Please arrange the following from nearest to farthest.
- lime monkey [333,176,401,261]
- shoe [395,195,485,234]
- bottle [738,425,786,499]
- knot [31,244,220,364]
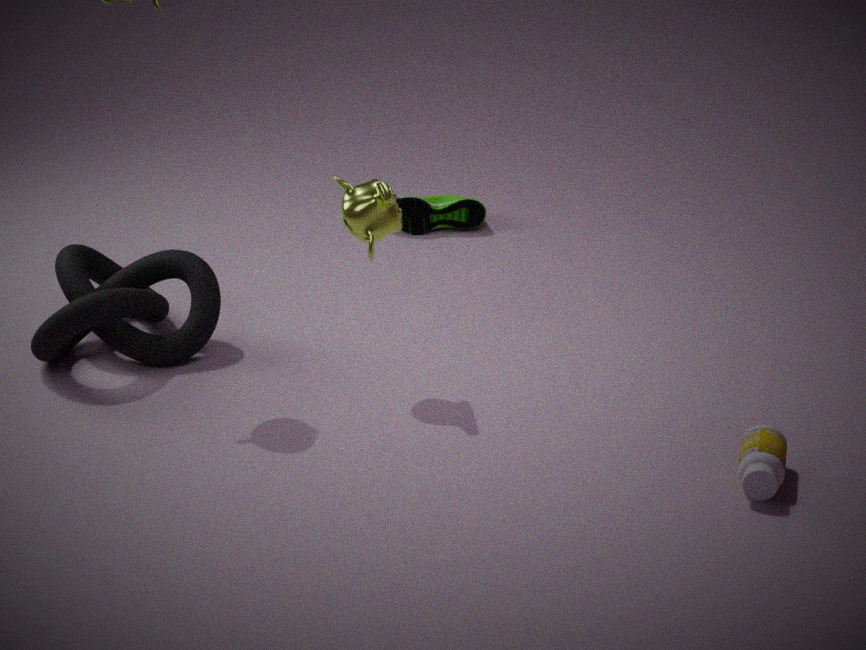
bottle [738,425,786,499], lime monkey [333,176,401,261], knot [31,244,220,364], shoe [395,195,485,234]
